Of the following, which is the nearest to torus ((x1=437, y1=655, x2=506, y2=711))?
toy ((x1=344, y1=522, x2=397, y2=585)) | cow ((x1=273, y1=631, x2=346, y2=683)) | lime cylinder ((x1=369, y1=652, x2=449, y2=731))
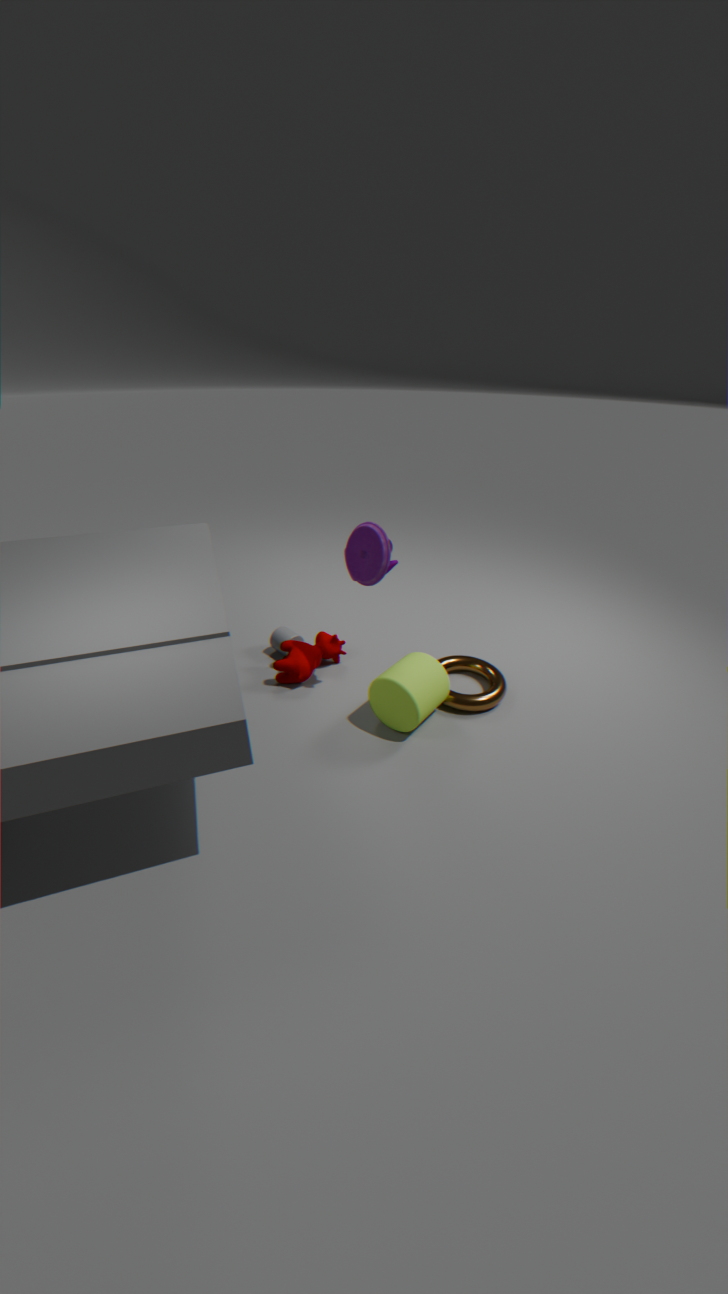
lime cylinder ((x1=369, y1=652, x2=449, y2=731))
